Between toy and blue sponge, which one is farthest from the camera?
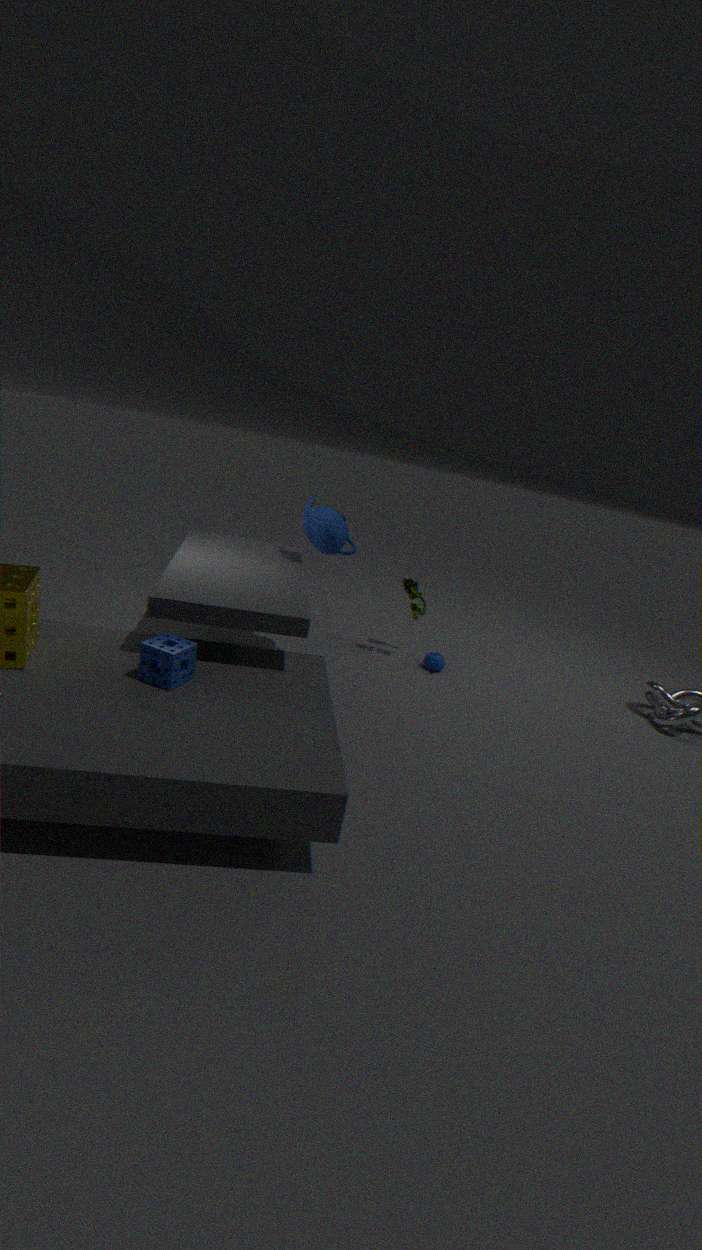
toy
